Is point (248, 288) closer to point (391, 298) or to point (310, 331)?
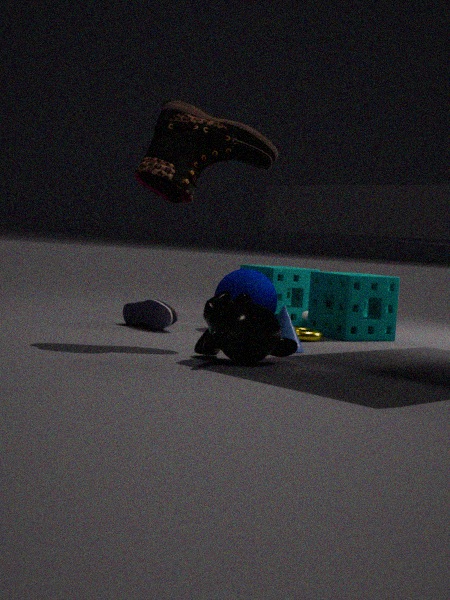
point (310, 331)
